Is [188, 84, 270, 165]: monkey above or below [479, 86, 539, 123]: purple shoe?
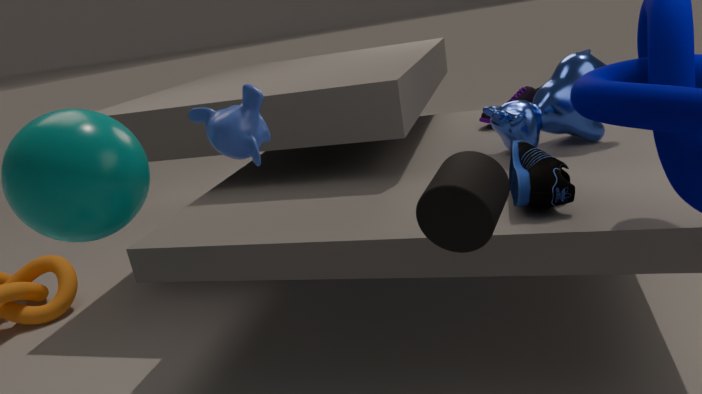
above
